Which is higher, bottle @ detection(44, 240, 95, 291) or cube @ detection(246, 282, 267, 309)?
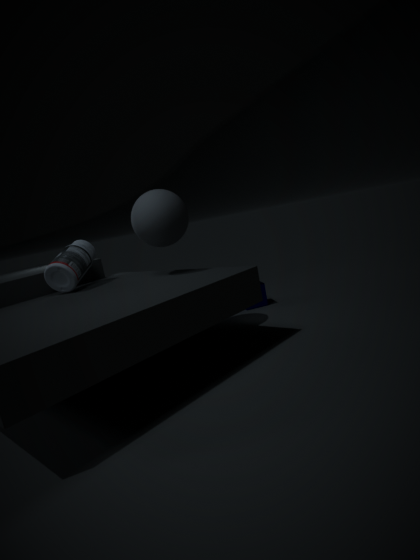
bottle @ detection(44, 240, 95, 291)
